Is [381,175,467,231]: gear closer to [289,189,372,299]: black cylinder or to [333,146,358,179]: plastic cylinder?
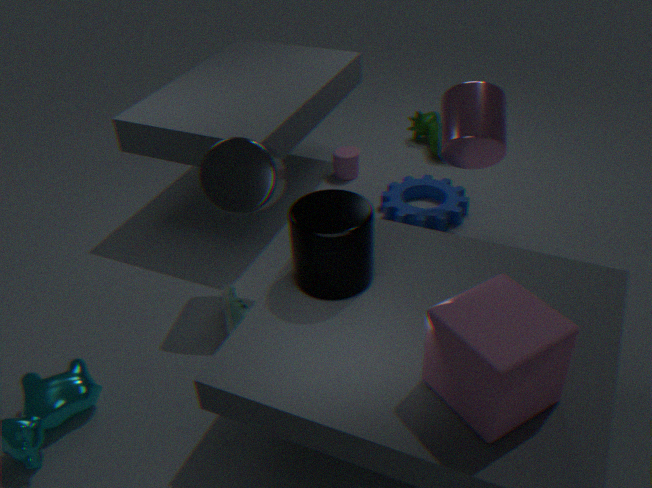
[333,146,358,179]: plastic cylinder
